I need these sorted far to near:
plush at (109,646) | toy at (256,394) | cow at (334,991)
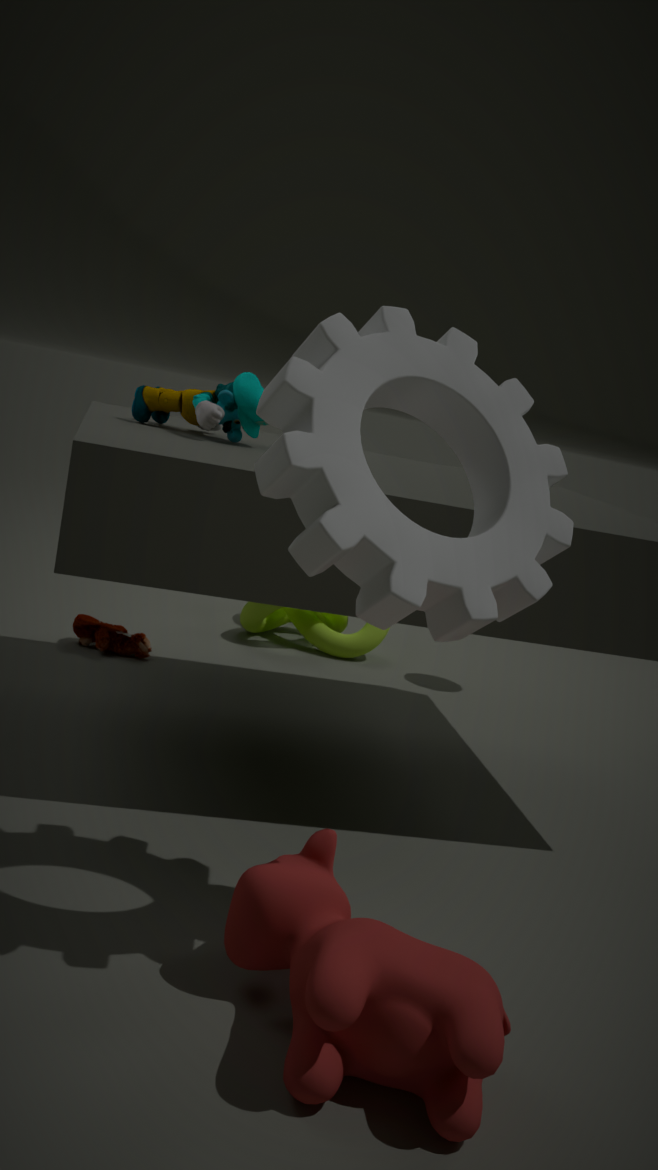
1. plush at (109,646)
2. toy at (256,394)
3. cow at (334,991)
